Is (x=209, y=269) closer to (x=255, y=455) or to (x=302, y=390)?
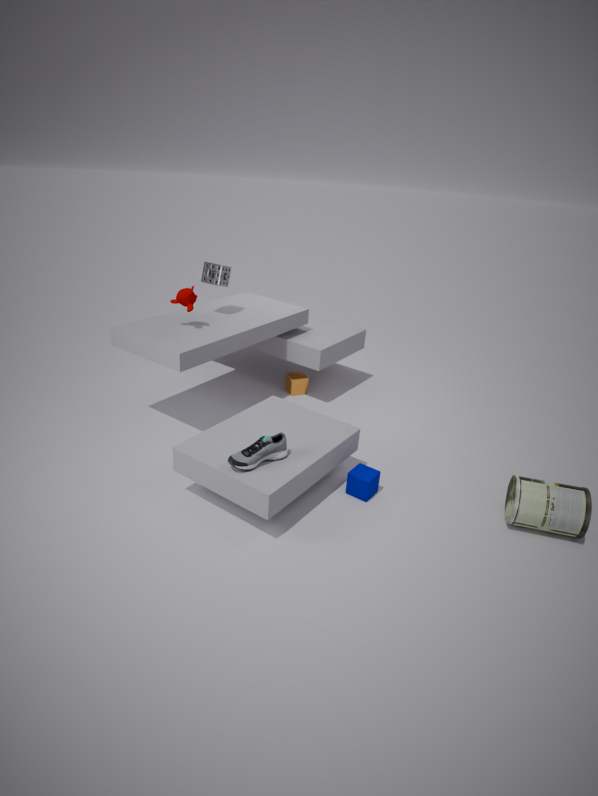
(x=302, y=390)
